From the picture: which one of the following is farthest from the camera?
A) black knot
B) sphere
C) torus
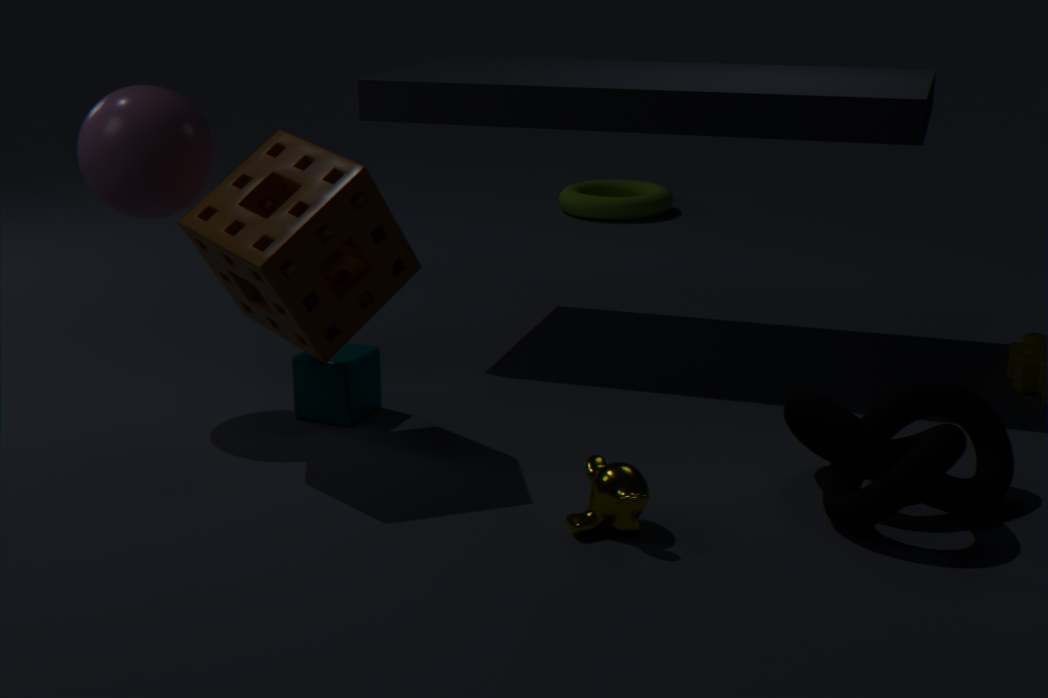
torus
